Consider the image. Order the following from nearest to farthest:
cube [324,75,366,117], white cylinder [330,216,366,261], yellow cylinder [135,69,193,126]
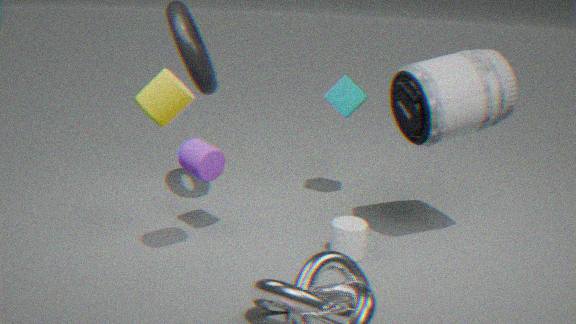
1. yellow cylinder [135,69,193,126]
2. white cylinder [330,216,366,261]
3. cube [324,75,366,117]
